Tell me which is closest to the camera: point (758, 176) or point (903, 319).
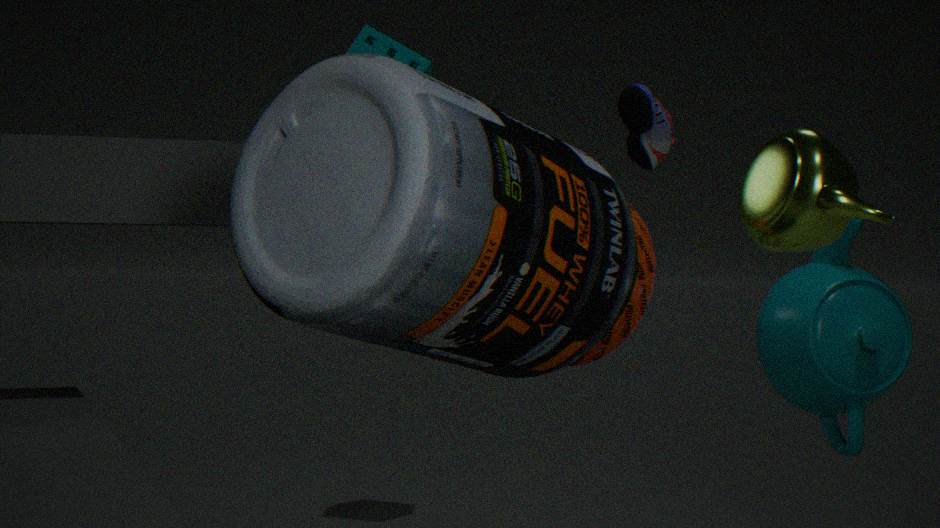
point (758, 176)
